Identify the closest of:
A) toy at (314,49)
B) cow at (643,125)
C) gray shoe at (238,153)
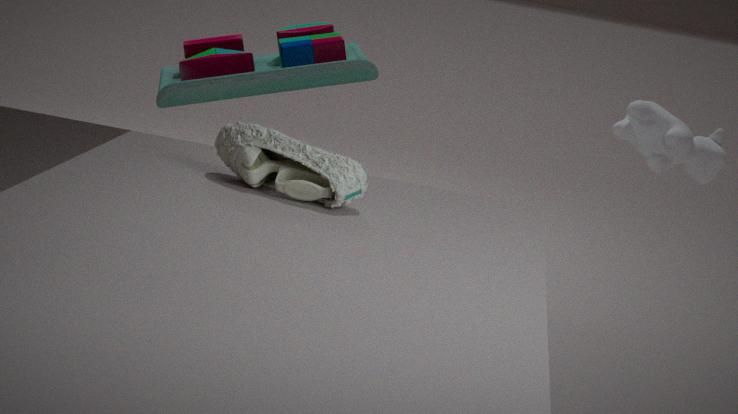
gray shoe at (238,153)
